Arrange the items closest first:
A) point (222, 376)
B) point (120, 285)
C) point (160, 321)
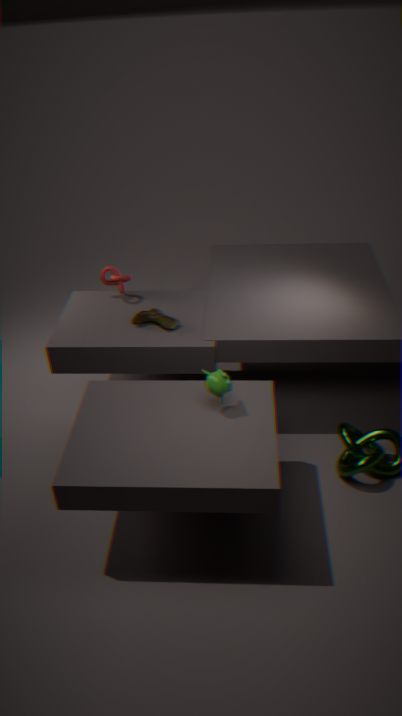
point (222, 376) < point (160, 321) < point (120, 285)
